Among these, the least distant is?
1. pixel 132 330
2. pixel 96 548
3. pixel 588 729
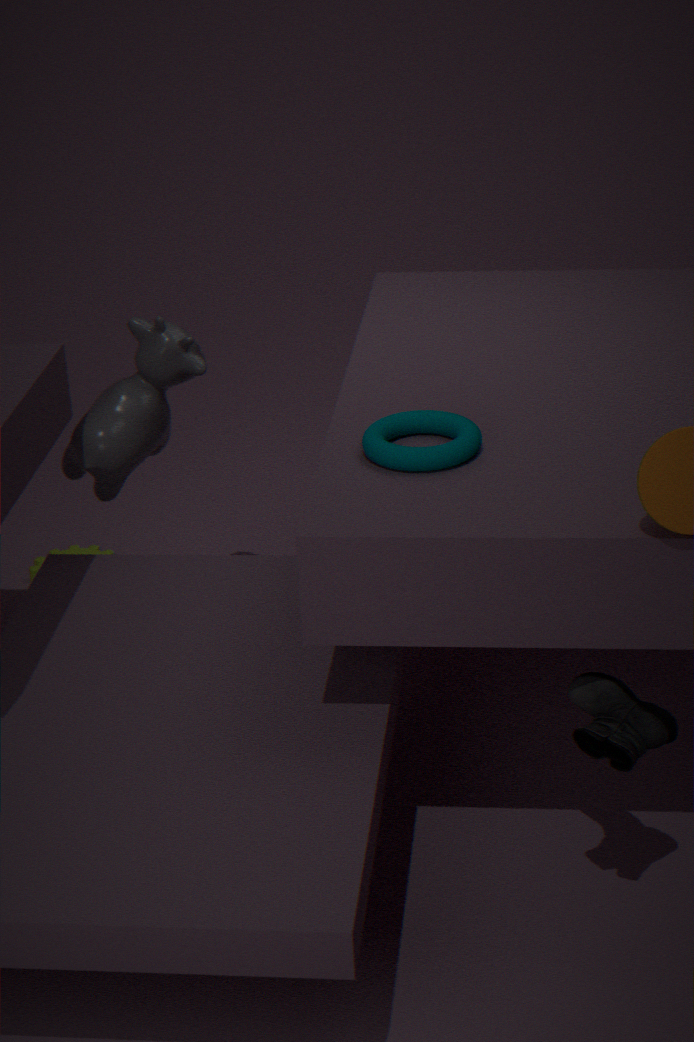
pixel 588 729
